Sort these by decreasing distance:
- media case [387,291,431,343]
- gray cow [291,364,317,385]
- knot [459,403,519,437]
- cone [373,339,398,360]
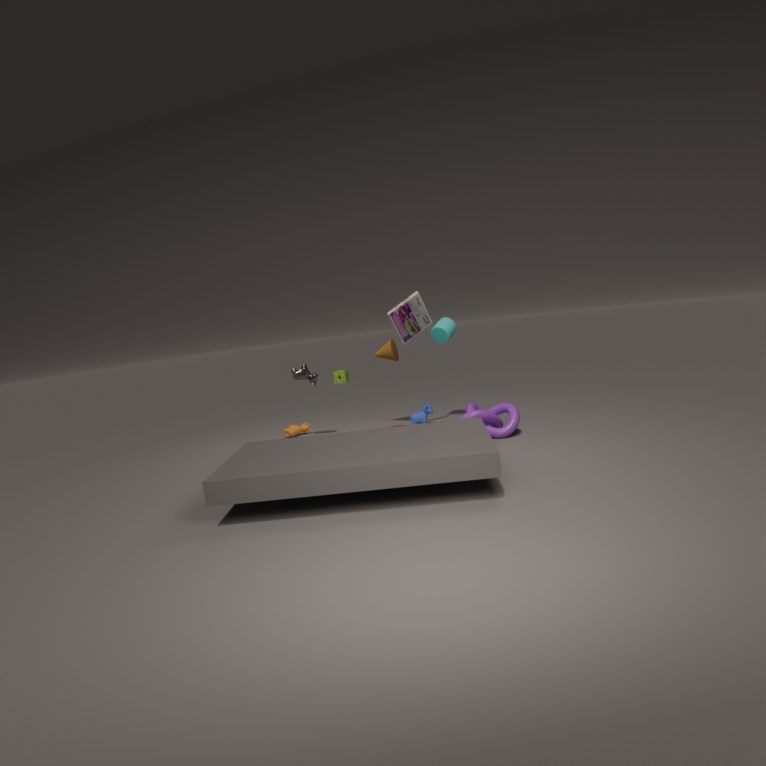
cone [373,339,398,360] → gray cow [291,364,317,385] → media case [387,291,431,343] → knot [459,403,519,437]
